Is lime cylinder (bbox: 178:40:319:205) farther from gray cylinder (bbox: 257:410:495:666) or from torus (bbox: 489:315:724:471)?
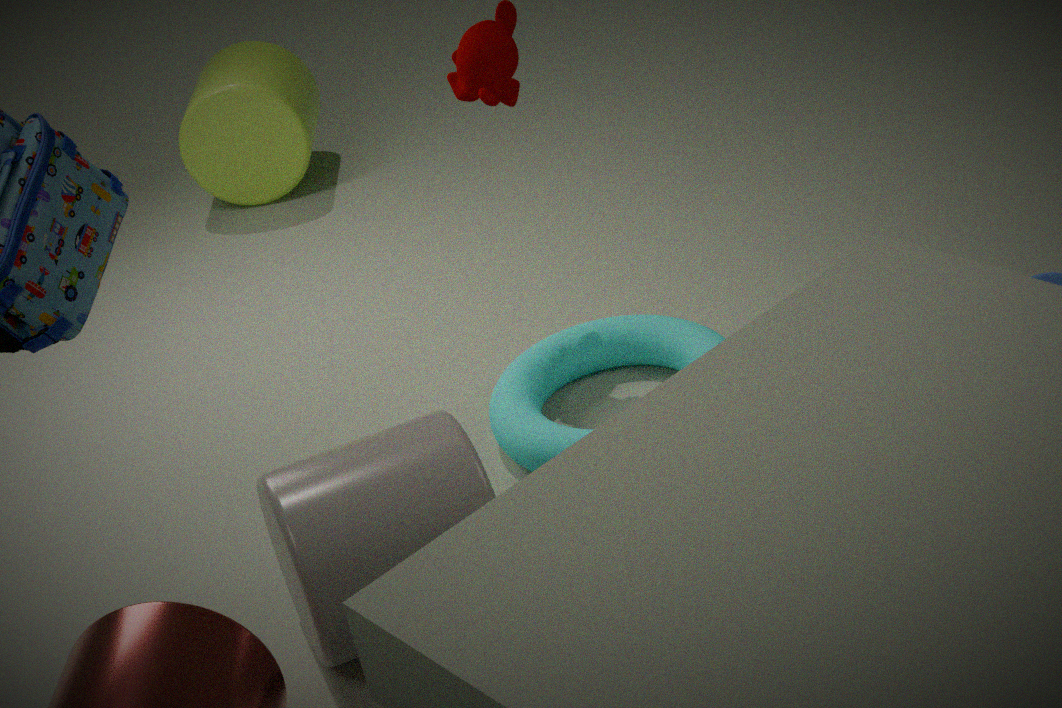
gray cylinder (bbox: 257:410:495:666)
